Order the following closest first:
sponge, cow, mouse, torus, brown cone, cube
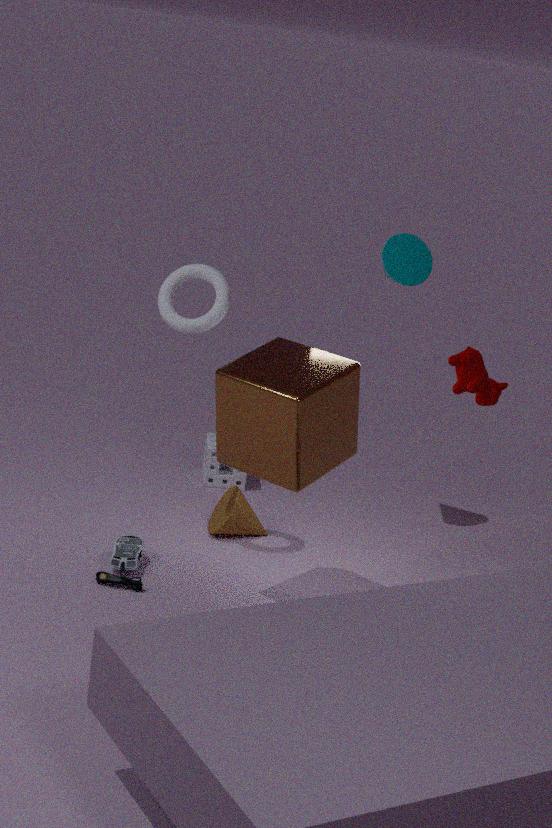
1. cube
2. cow
3. mouse
4. torus
5. brown cone
6. sponge
